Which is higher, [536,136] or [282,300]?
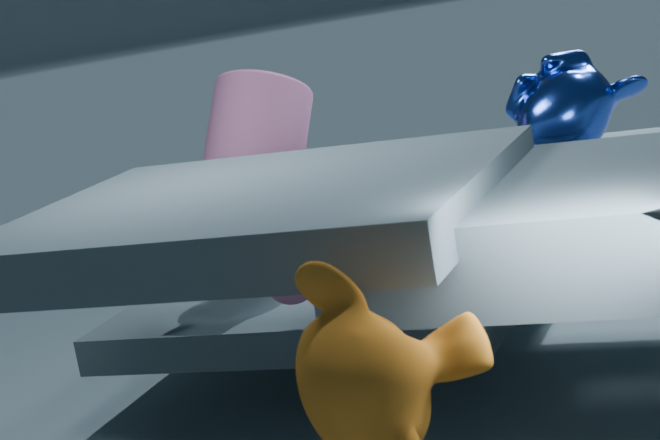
[536,136]
